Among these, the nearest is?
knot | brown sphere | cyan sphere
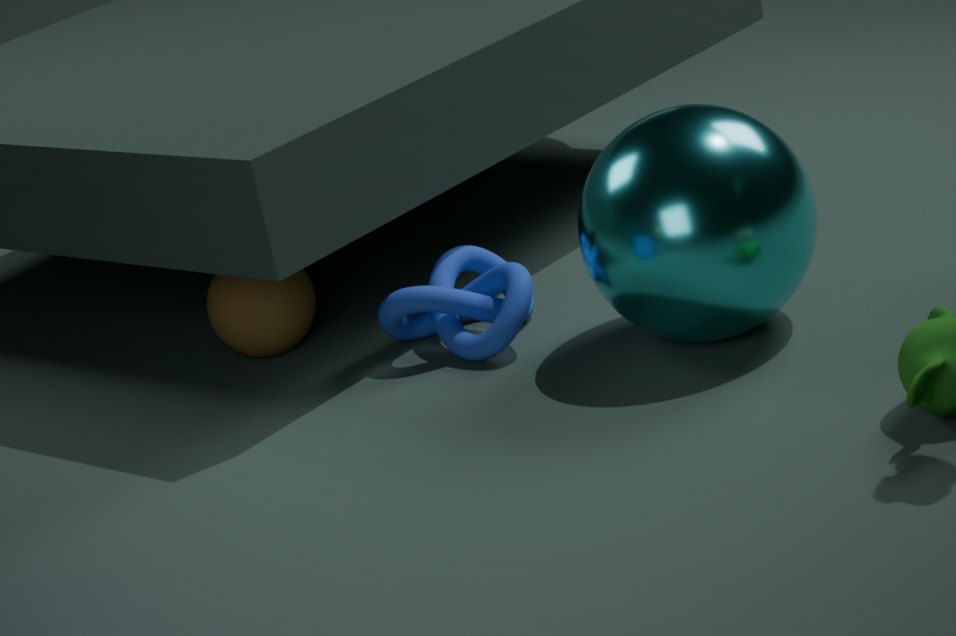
cyan sphere
